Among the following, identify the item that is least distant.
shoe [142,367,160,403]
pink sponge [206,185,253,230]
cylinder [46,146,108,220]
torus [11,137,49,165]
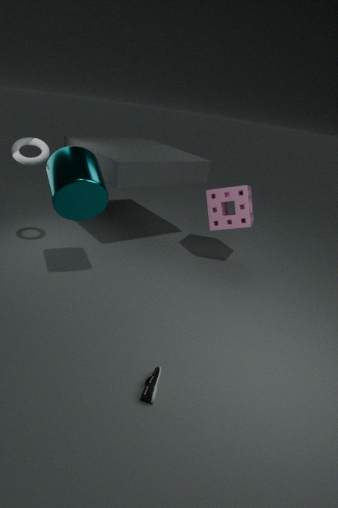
shoe [142,367,160,403]
